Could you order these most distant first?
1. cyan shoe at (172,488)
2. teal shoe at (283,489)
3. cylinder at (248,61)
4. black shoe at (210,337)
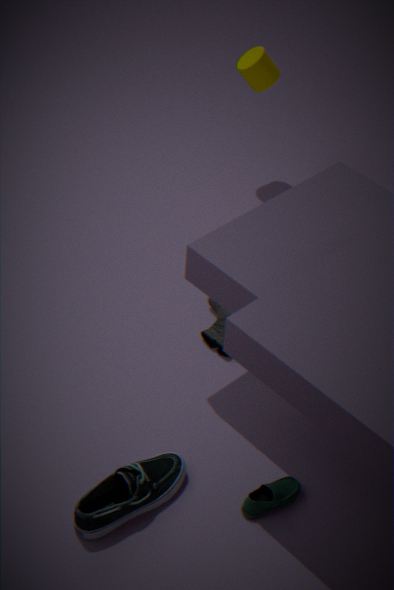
cylinder at (248,61) → black shoe at (210,337) → teal shoe at (283,489) → cyan shoe at (172,488)
